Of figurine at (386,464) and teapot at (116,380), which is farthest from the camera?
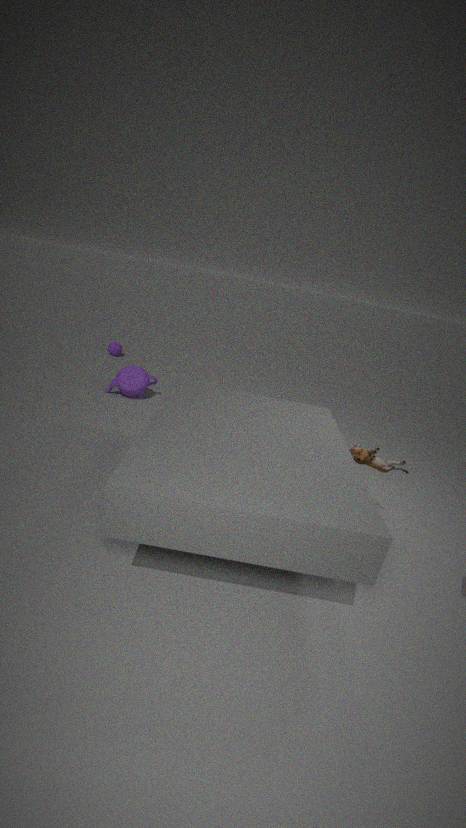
teapot at (116,380)
